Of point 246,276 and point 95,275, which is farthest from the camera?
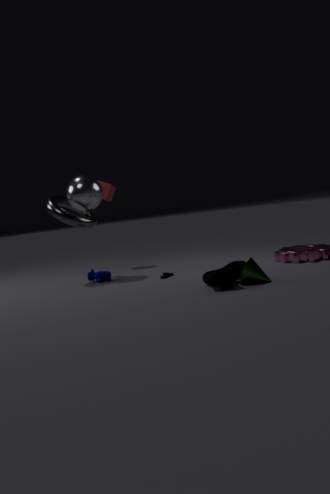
point 95,275
